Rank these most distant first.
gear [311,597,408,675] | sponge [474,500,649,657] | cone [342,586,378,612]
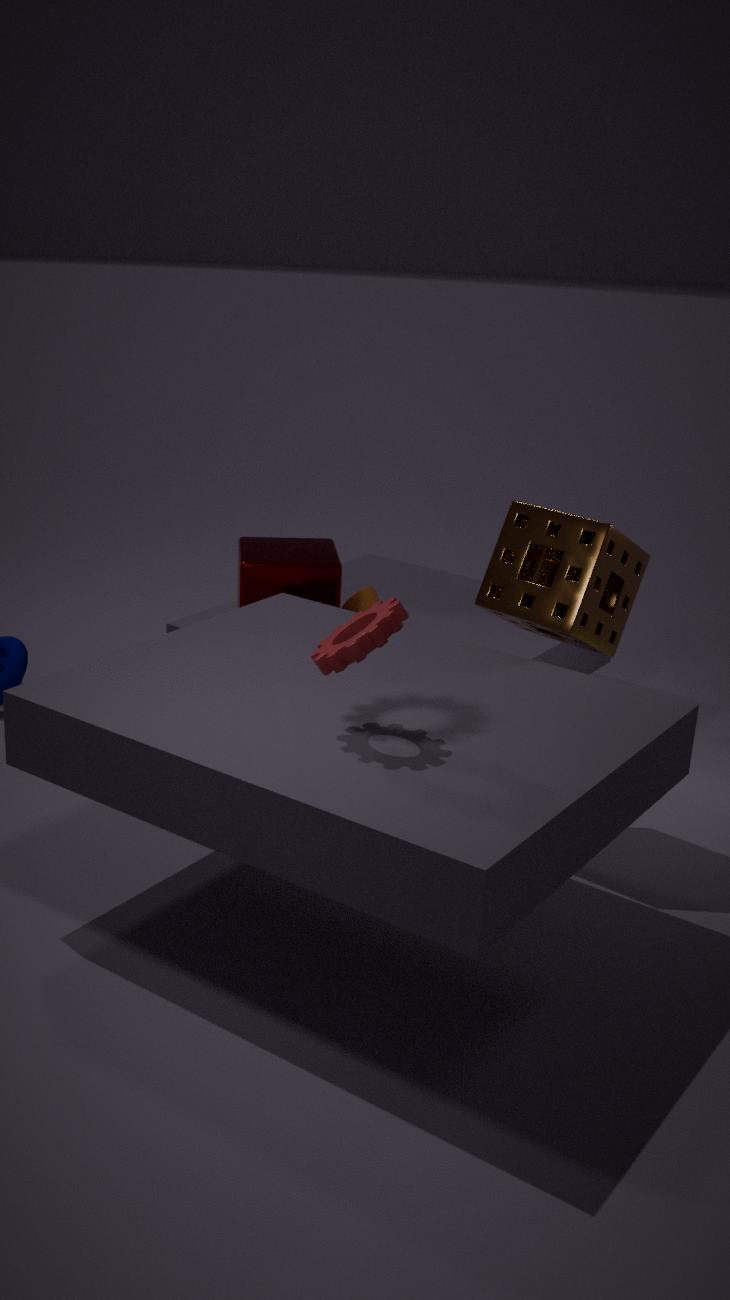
cone [342,586,378,612] < sponge [474,500,649,657] < gear [311,597,408,675]
